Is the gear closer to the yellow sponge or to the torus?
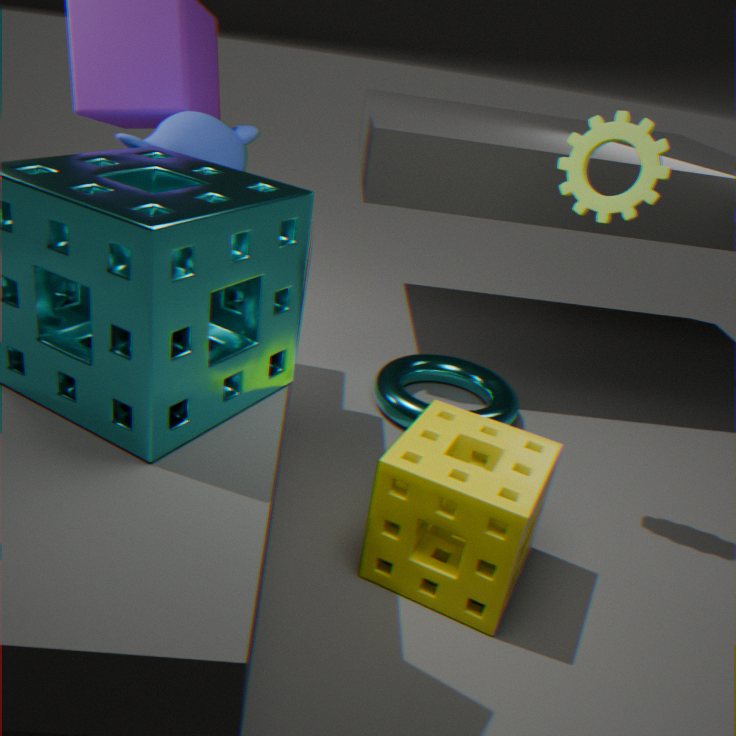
the yellow sponge
